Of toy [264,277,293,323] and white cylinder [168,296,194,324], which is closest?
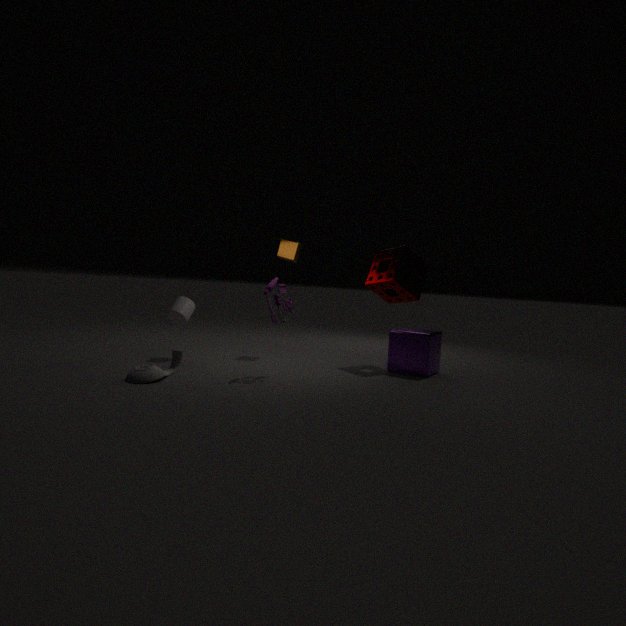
toy [264,277,293,323]
